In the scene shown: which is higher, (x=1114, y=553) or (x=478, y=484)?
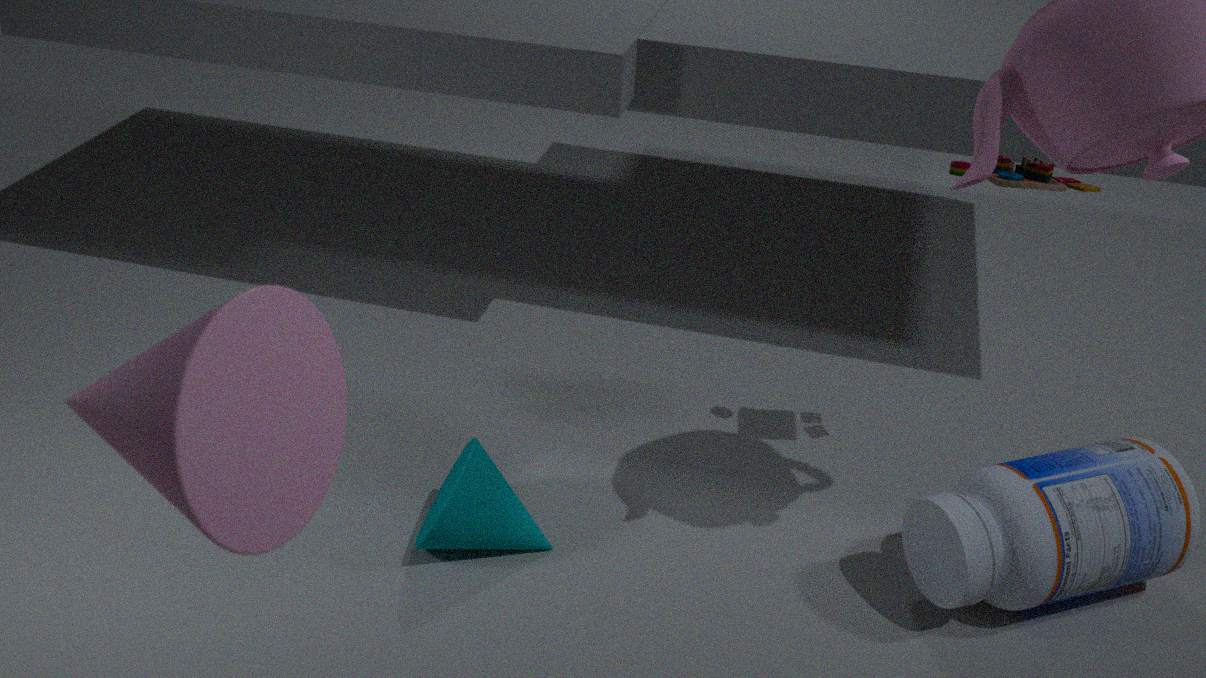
(x=1114, y=553)
